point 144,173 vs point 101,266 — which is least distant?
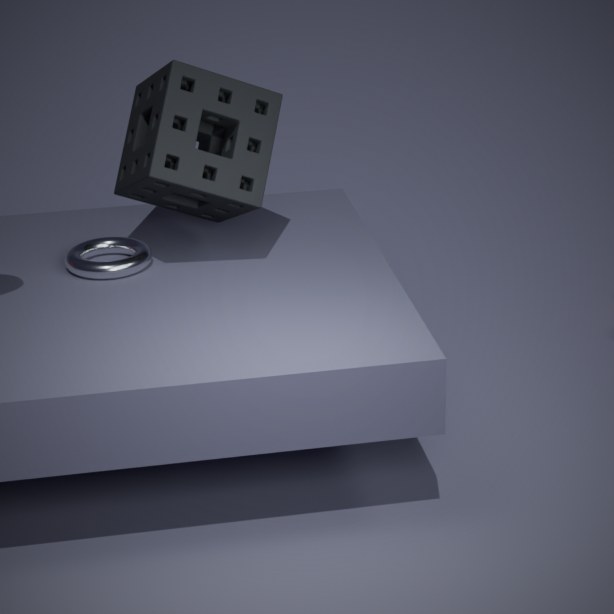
point 144,173
